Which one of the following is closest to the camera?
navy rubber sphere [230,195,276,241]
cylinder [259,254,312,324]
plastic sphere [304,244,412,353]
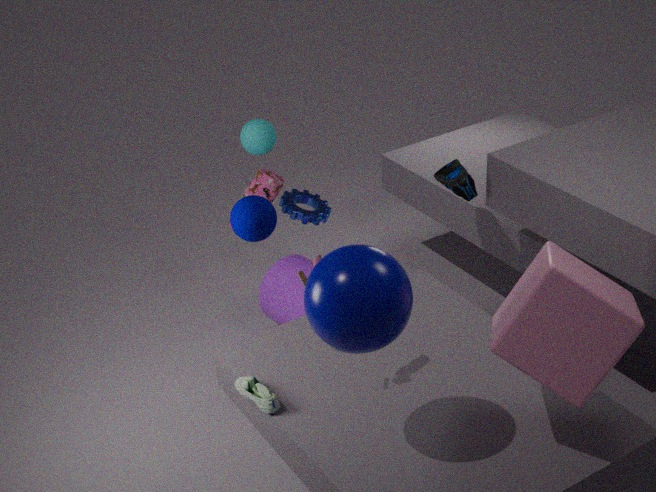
plastic sphere [304,244,412,353]
